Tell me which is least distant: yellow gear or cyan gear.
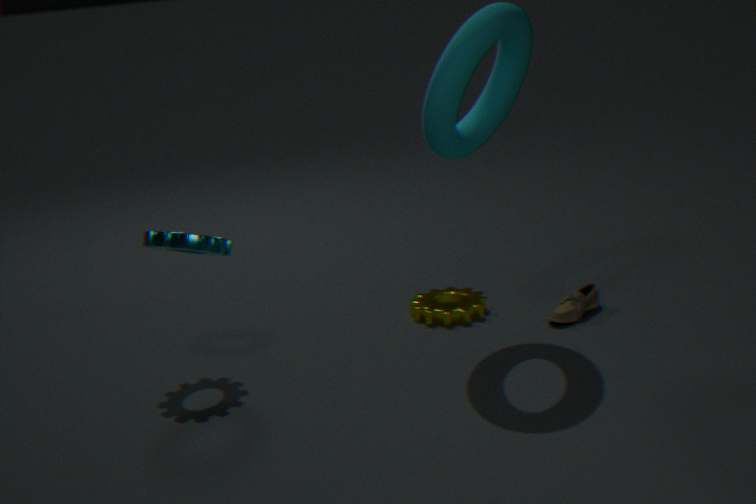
cyan gear
